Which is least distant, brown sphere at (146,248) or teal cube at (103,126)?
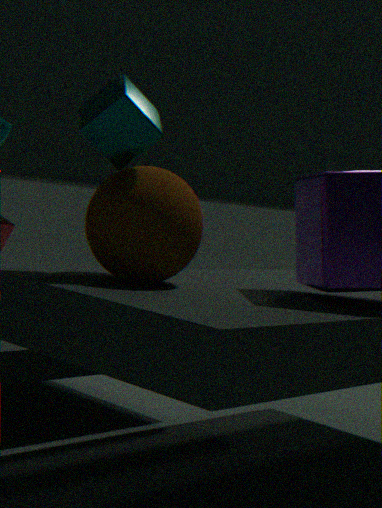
brown sphere at (146,248)
